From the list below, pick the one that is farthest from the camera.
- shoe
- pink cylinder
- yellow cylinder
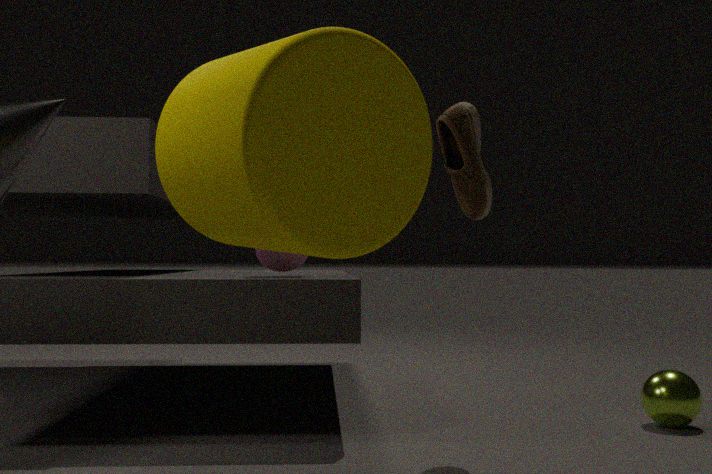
pink cylinder
